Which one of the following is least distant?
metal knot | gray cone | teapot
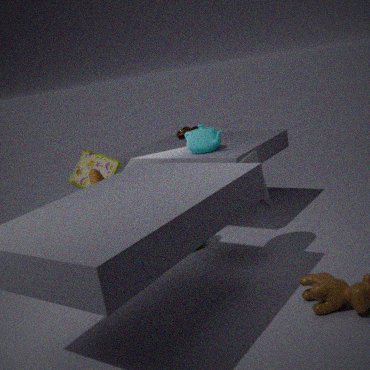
gray cone
